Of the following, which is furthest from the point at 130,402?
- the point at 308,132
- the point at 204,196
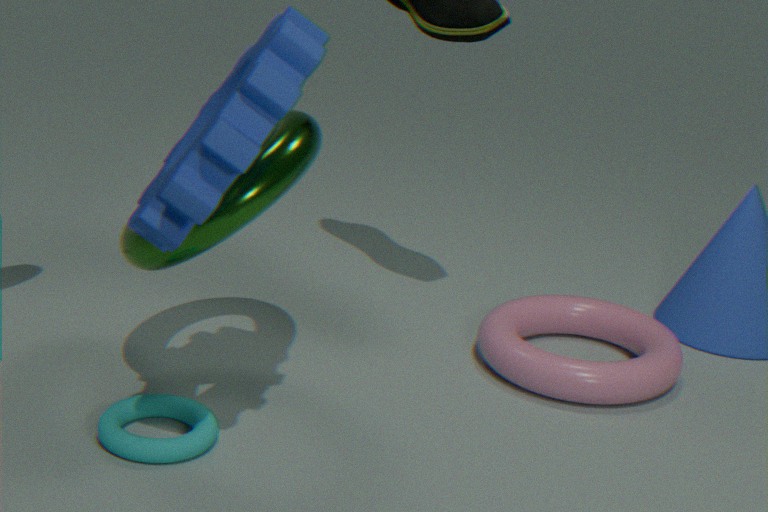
the point at 204,196
